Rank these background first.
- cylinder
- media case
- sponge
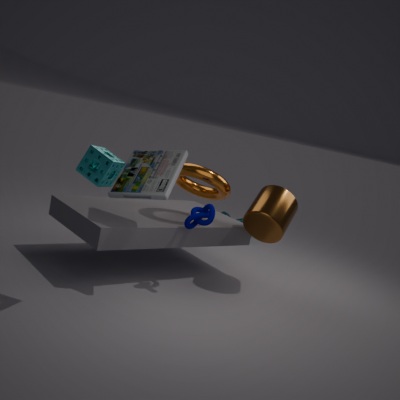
1. cylinder
2. media case
3. sponge
